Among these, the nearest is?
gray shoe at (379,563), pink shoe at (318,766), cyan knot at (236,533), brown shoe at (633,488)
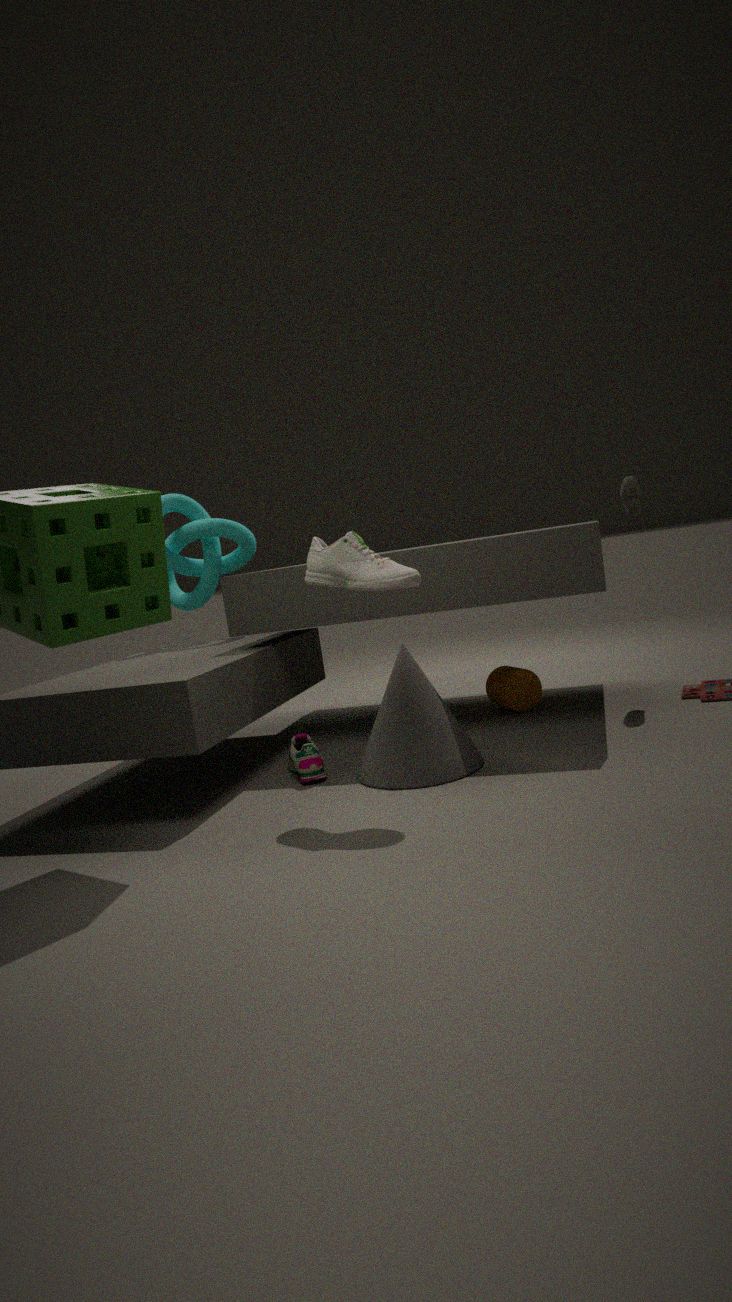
gray shoe at (379,563)
